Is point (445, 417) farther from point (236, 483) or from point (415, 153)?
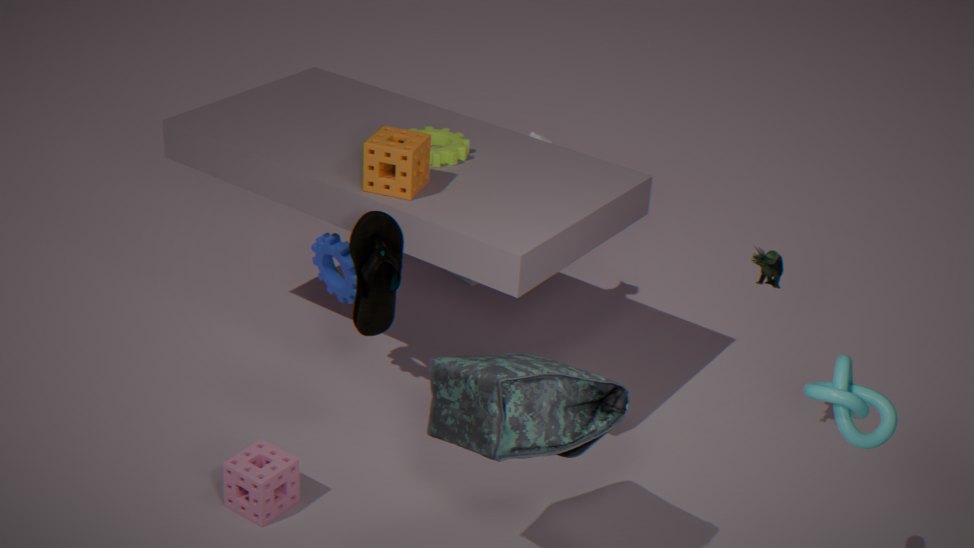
point (415, 153)
